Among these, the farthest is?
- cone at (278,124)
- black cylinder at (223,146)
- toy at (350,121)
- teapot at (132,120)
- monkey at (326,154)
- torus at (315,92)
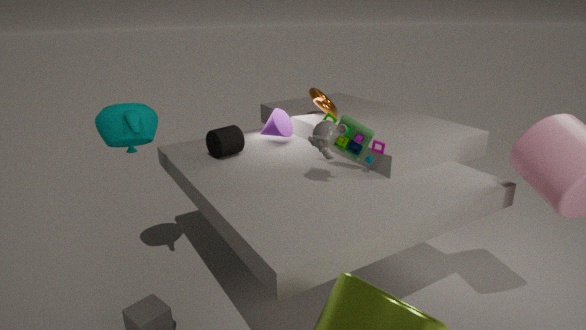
torus at (315,92)
